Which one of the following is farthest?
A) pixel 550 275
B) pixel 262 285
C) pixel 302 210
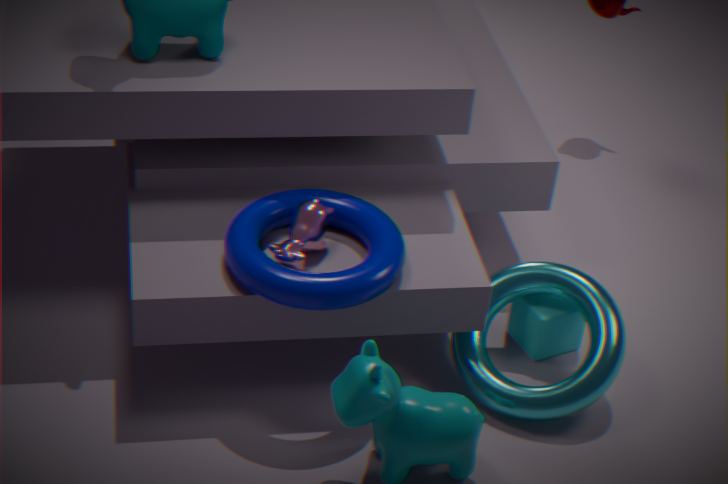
pixel 550 275
